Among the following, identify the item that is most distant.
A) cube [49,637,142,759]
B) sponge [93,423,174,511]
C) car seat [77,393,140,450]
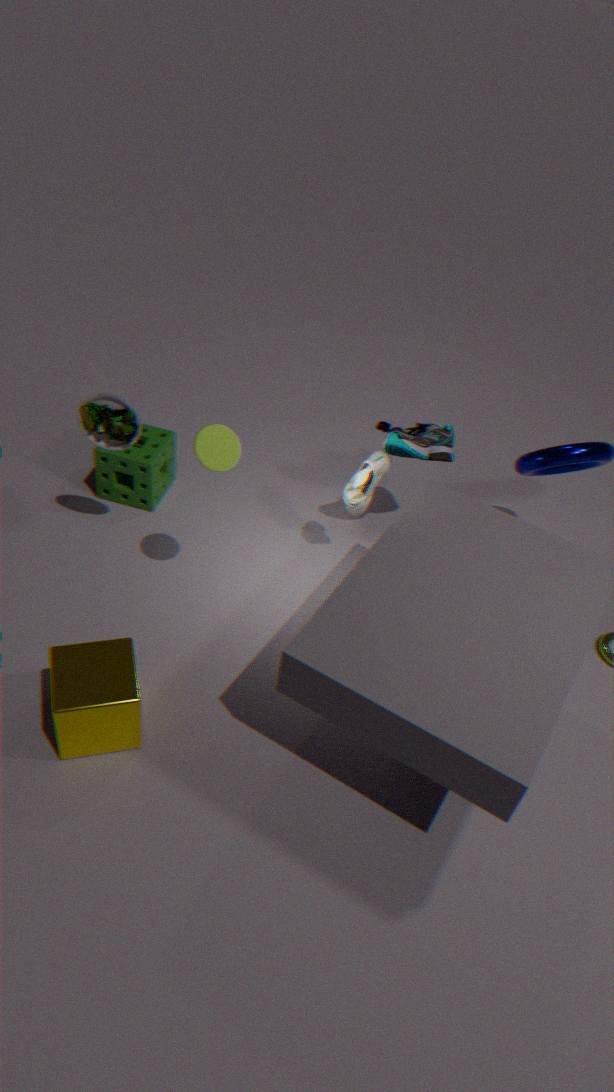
sponge [93,423,174,511]
